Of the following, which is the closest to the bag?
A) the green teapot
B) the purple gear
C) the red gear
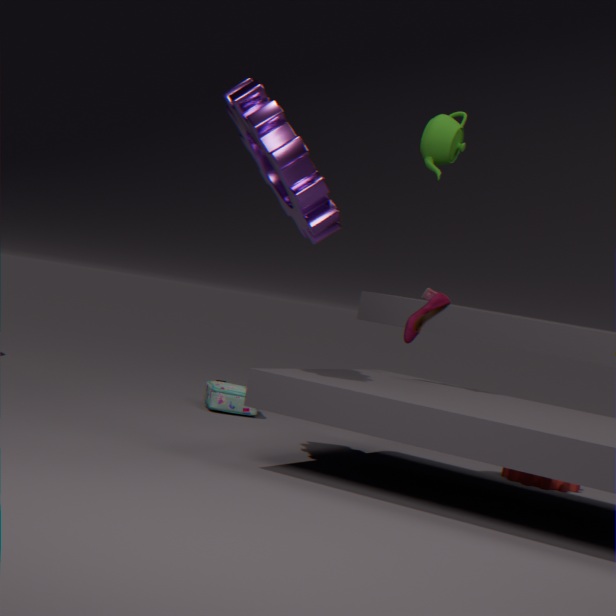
the purple gear
